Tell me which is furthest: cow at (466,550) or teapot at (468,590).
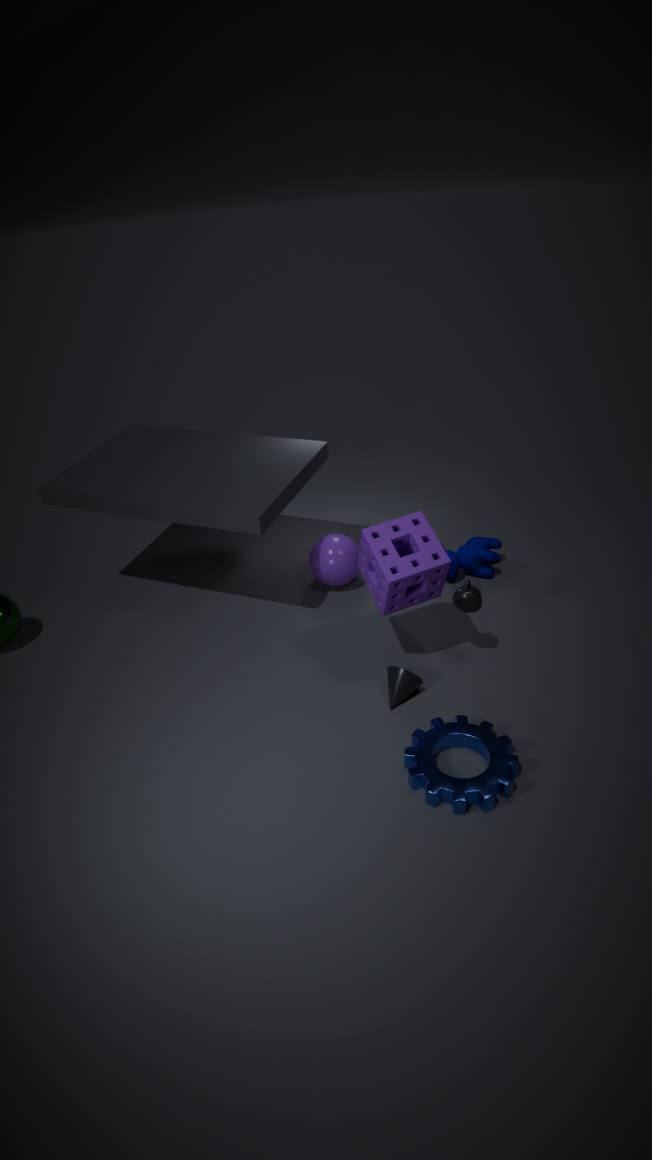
cow at (466,550)
